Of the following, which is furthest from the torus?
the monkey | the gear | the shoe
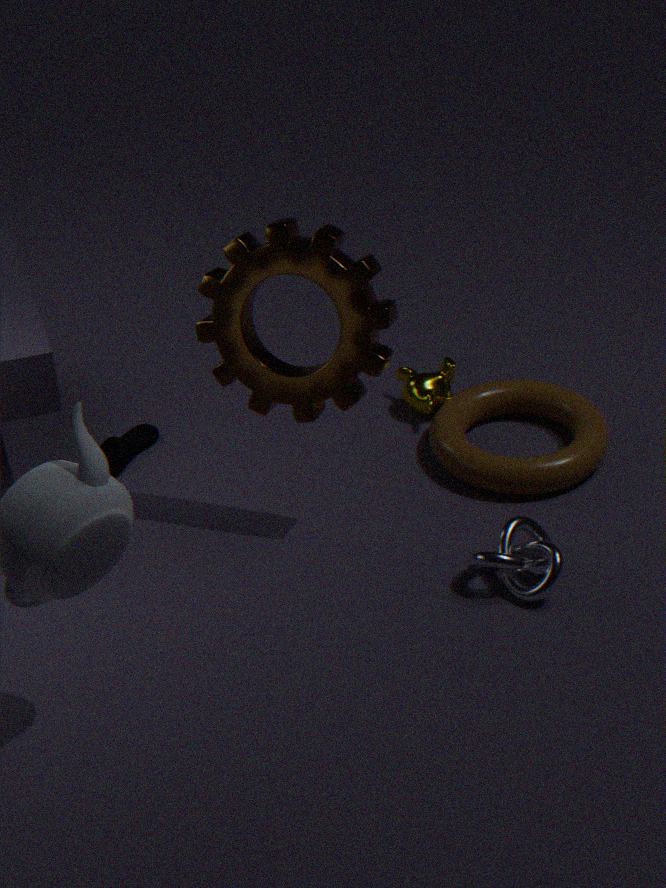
the shoe
